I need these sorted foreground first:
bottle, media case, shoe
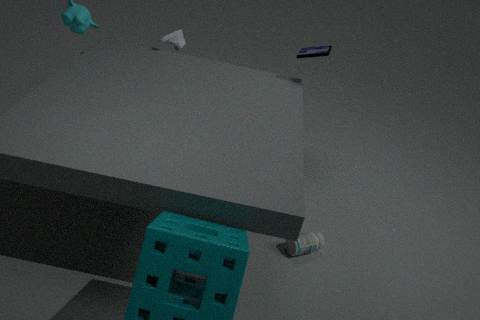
bottle < media case < shoe
